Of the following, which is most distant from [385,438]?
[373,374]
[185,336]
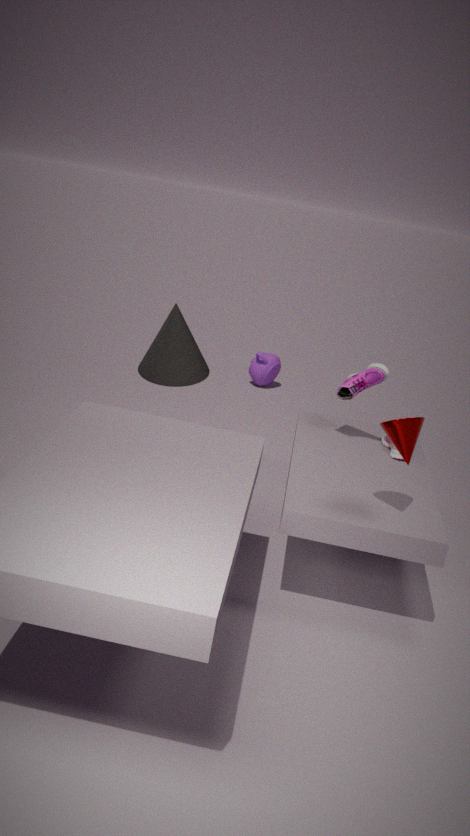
[185,336]
